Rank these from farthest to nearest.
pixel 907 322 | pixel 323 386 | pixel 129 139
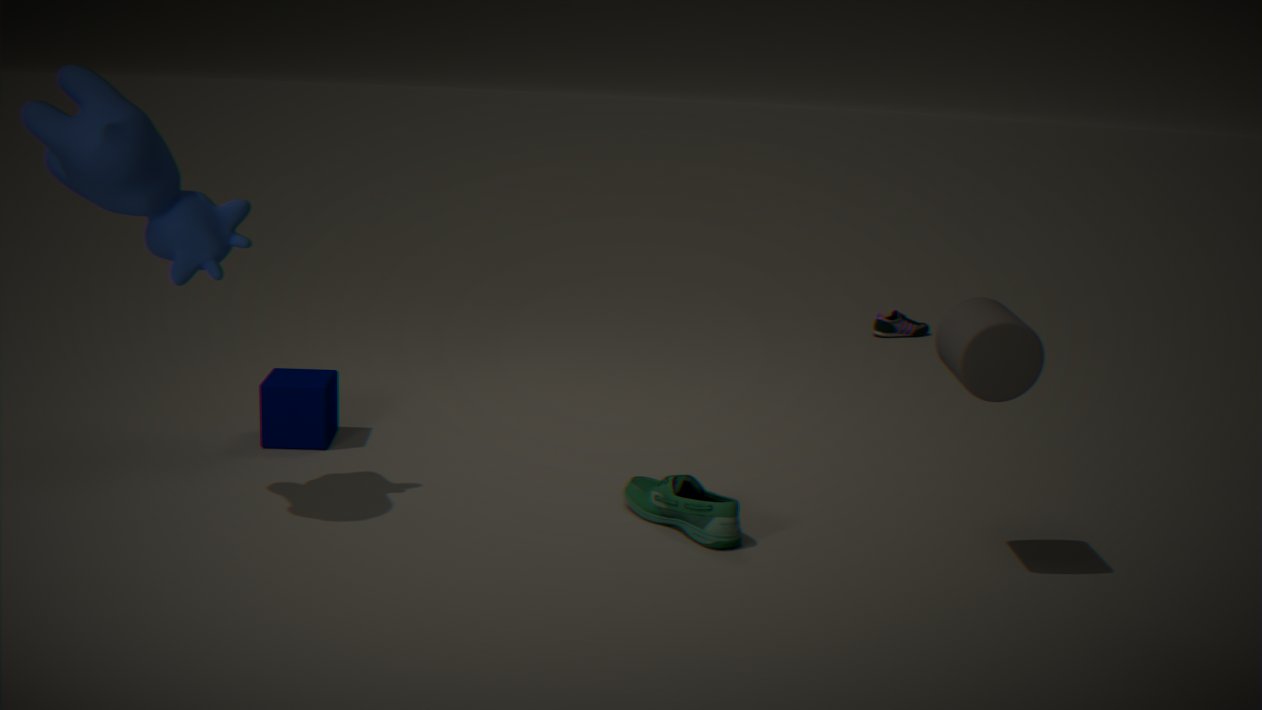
pixel 907 322, pixel 323 386, pixel 129 139
